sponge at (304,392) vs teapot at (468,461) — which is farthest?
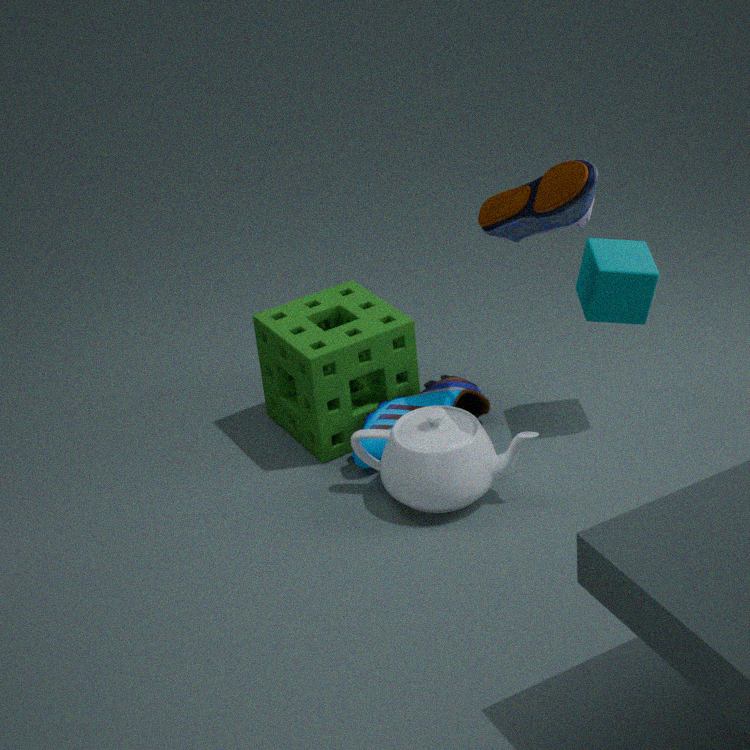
sponge at (304,392)
